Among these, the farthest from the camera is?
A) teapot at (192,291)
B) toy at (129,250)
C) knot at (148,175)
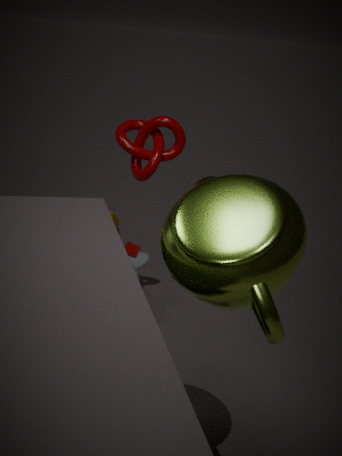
knot at (148,175)
